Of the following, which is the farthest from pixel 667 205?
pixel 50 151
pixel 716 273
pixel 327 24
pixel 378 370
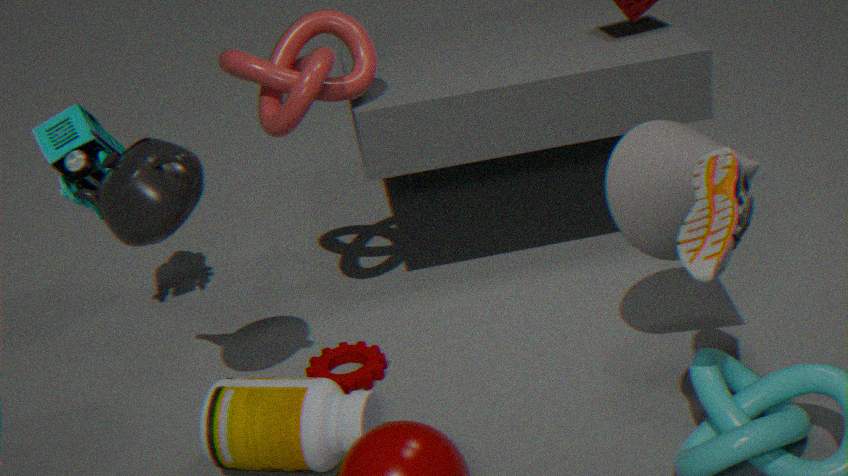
pixel 50 151
